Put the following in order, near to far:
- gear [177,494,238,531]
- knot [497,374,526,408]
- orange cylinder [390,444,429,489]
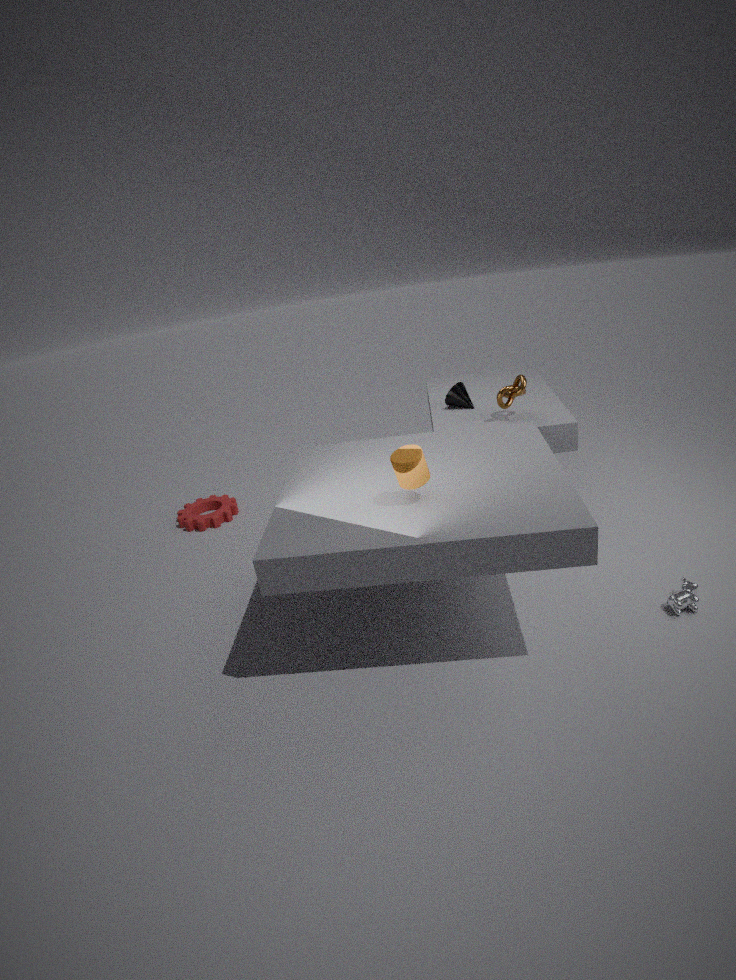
orange cylinder [390,444,429,489] → knot [497,374,526,408] → gear [177,494,238,531]
